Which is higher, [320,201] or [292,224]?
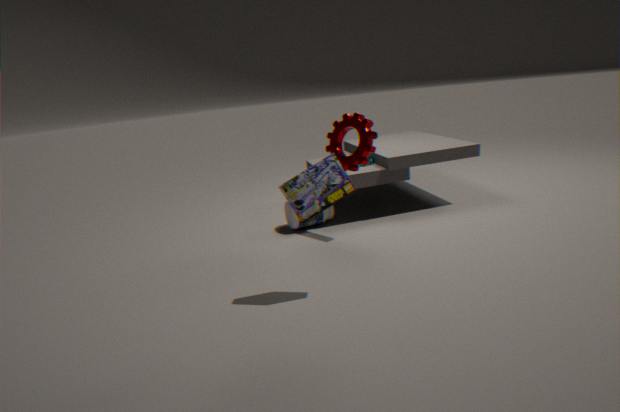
[320,201]
